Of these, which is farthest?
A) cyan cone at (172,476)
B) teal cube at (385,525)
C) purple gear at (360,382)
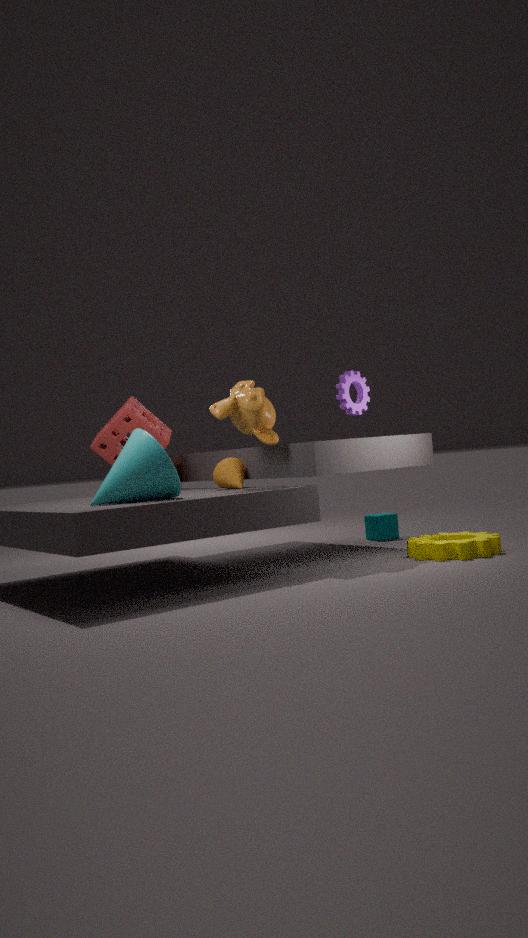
teal cube at (385,525)
